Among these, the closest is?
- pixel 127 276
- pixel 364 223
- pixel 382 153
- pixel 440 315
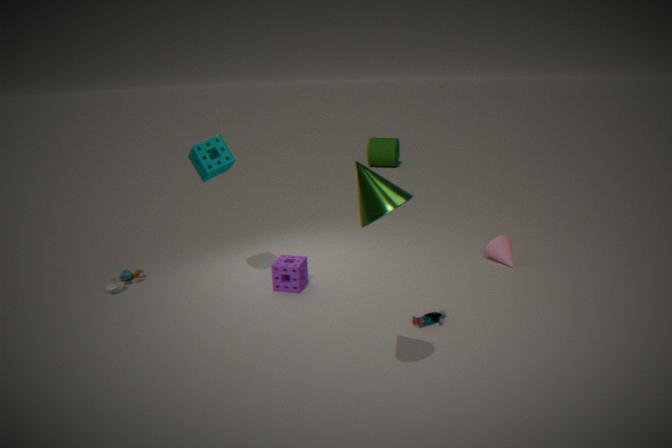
pixel 364 223
